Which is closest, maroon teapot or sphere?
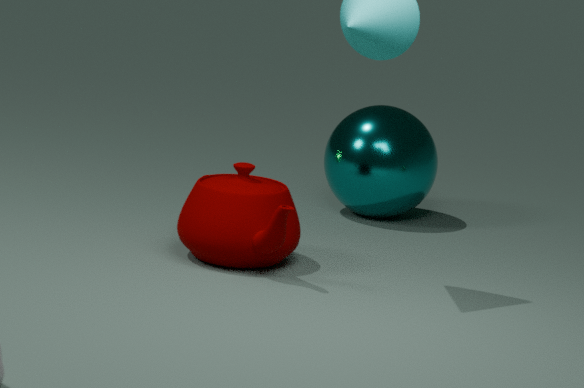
maroon teapot
